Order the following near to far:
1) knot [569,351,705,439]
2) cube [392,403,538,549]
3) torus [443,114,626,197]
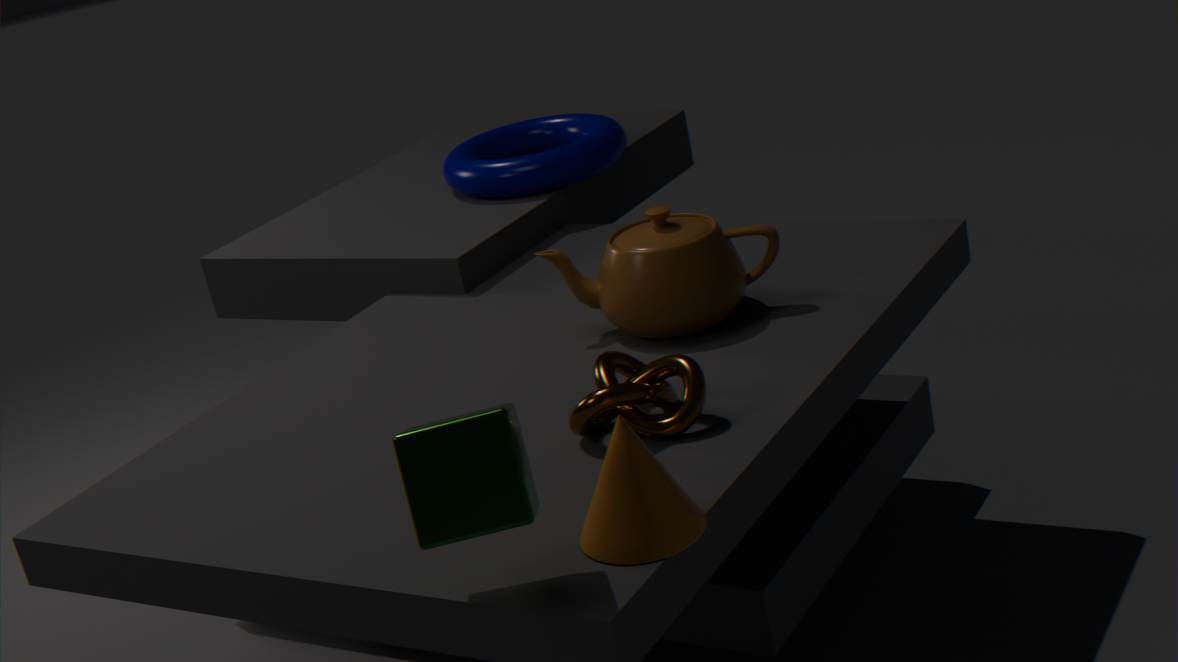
2. cube [392,403,538,549], 1. knot [569,351,705,439], 3. torus [443,114,626,197]
